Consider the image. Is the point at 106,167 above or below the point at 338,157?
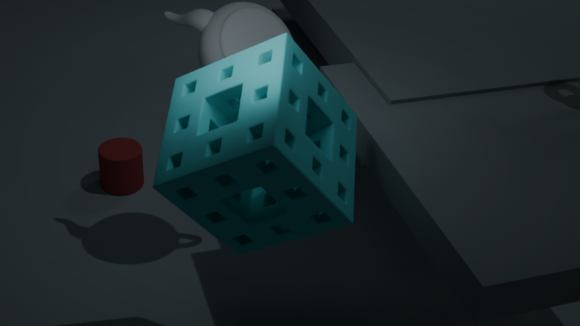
below
